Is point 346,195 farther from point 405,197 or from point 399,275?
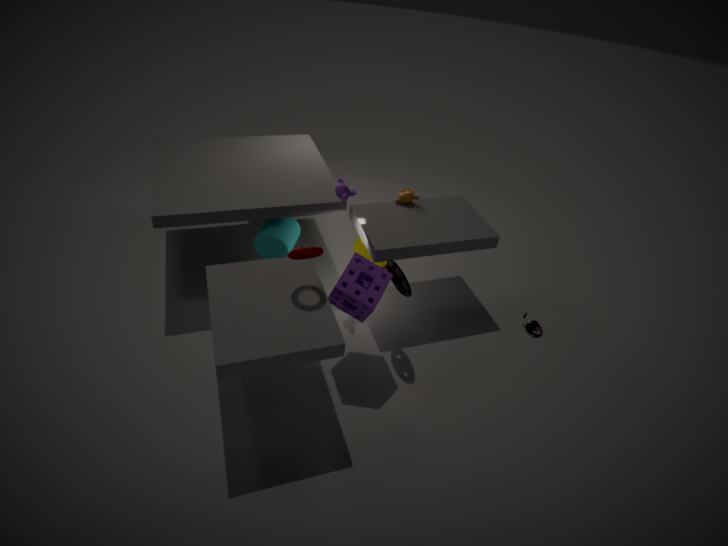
point 399,275
